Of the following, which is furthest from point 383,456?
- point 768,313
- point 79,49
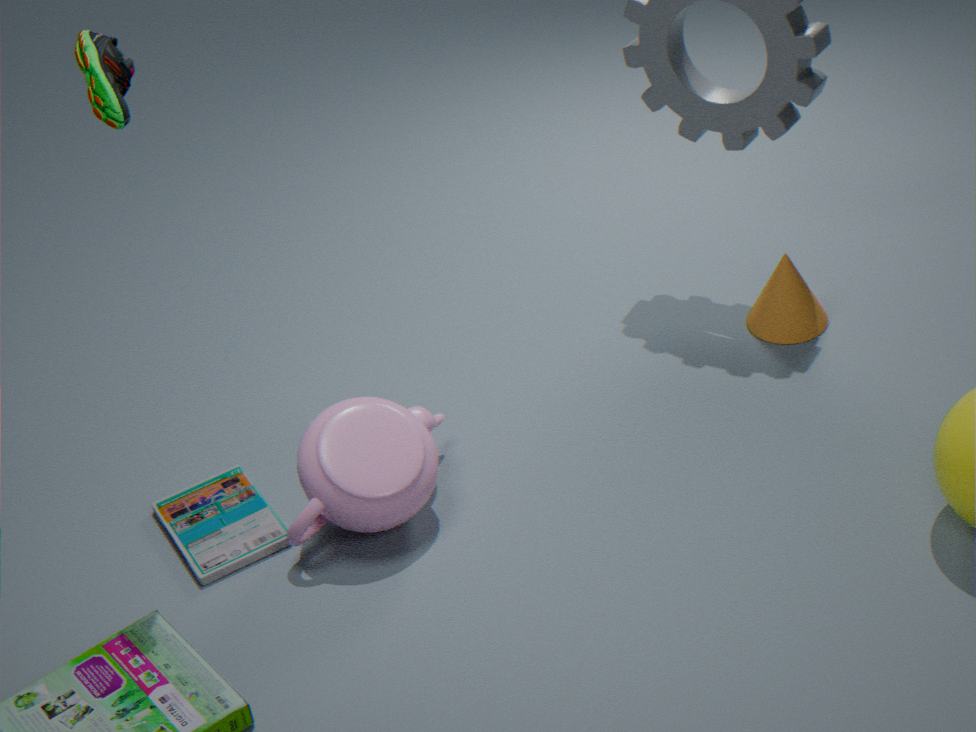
point 768,313
